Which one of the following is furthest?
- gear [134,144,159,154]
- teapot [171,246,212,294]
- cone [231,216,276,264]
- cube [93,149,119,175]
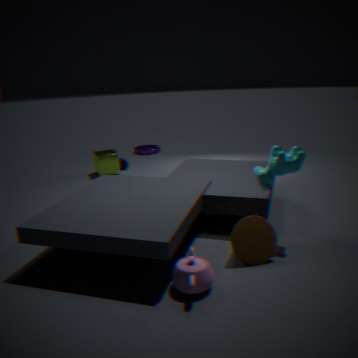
gear [134,144,159,154]
